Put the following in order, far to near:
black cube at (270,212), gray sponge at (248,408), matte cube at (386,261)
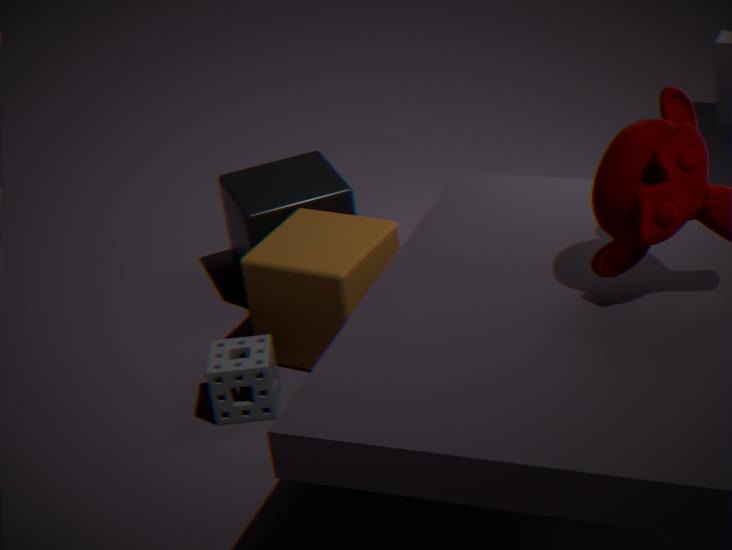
1. black cube at (270,212)
2. matte cube at (386,261)
3. gray sponge at (248,408)
